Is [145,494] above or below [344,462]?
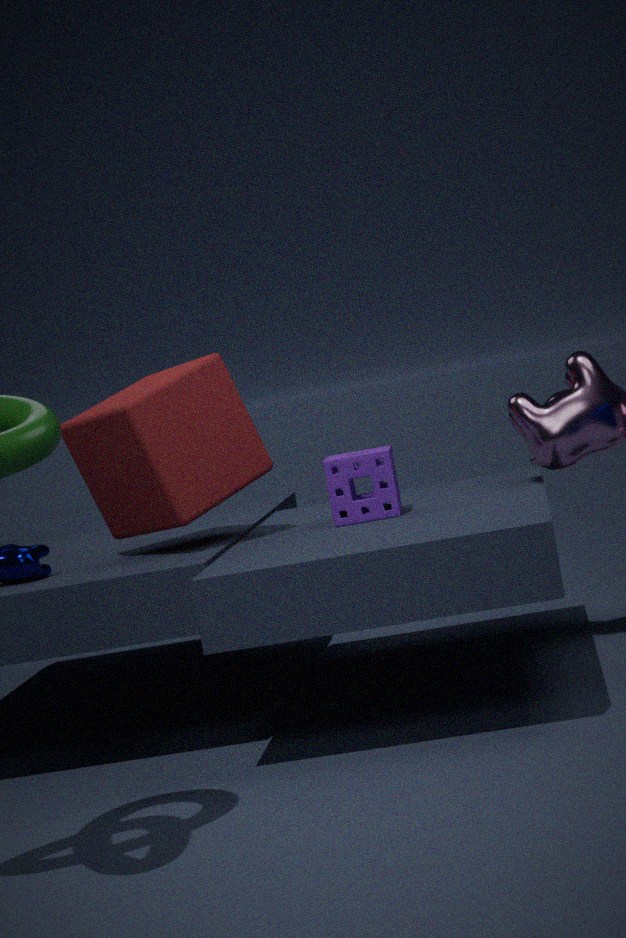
above
